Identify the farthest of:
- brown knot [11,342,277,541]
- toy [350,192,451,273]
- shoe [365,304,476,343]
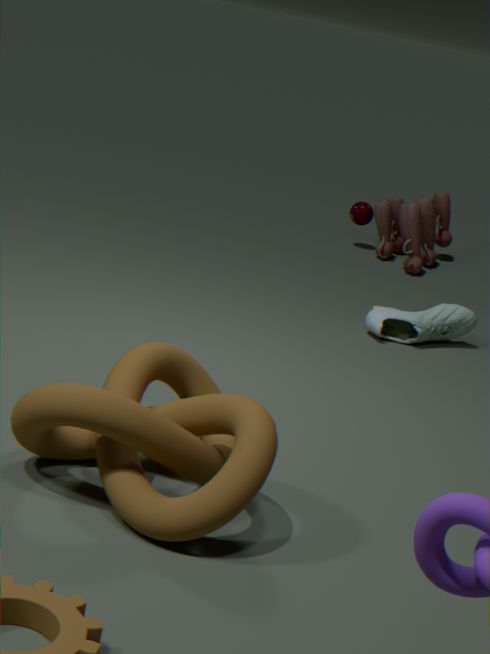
toy [350,192,451,273]
